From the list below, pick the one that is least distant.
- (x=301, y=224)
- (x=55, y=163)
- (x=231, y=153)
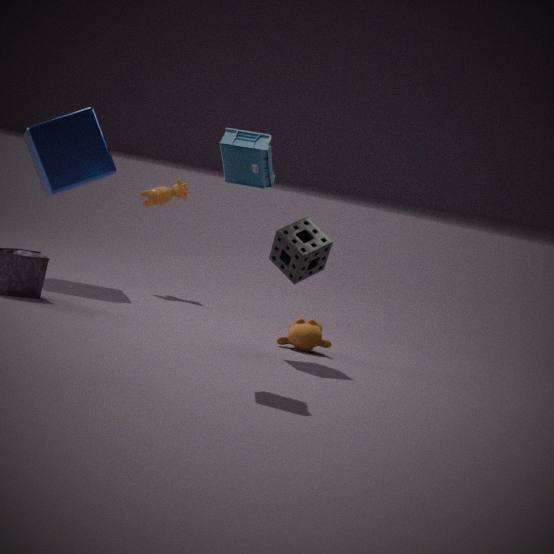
(x=231, y=153)
